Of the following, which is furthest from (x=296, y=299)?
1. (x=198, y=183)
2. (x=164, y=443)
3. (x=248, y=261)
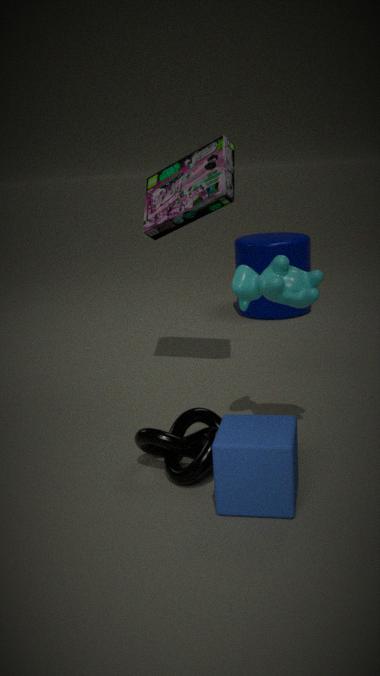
(x=248, y=261)
